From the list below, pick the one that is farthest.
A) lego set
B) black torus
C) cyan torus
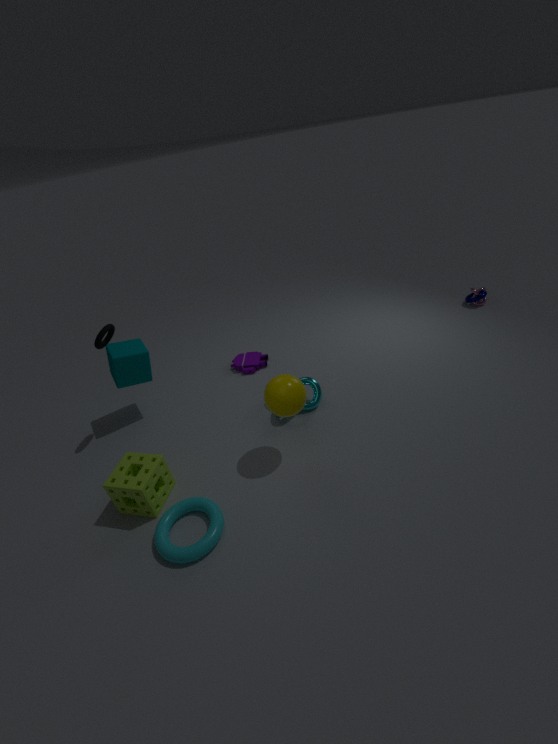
lego set
